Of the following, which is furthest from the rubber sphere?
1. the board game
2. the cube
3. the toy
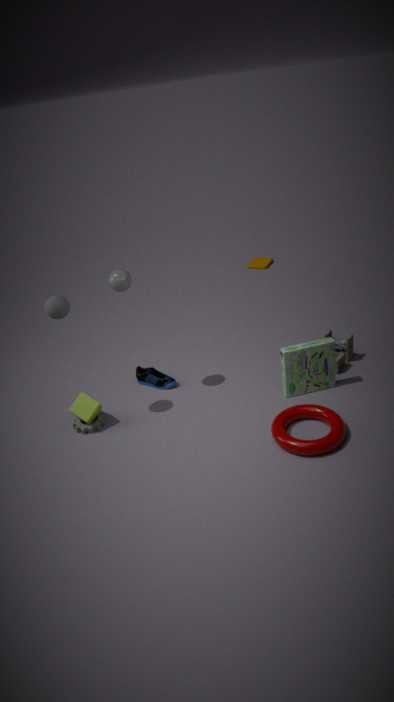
the toy
